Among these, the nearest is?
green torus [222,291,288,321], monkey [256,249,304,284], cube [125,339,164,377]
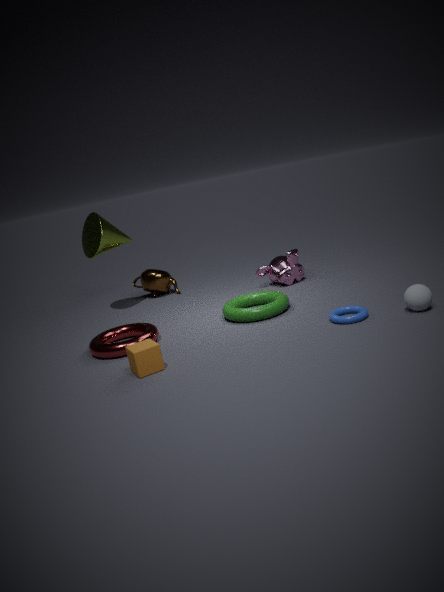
cube [125,339,164,377]
